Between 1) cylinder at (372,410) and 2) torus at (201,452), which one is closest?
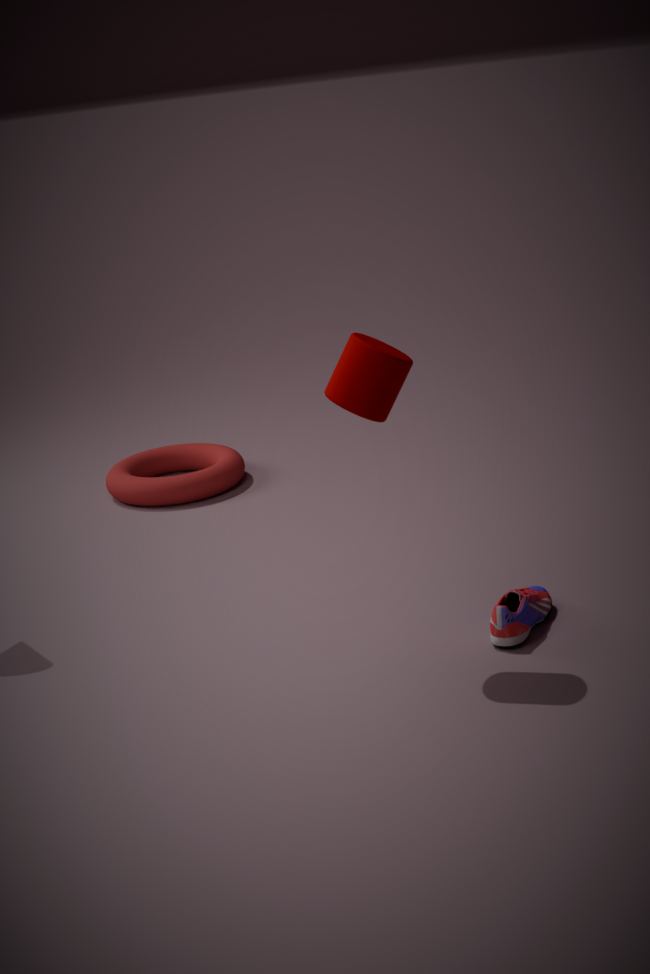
1. cylinder at (372,410)
